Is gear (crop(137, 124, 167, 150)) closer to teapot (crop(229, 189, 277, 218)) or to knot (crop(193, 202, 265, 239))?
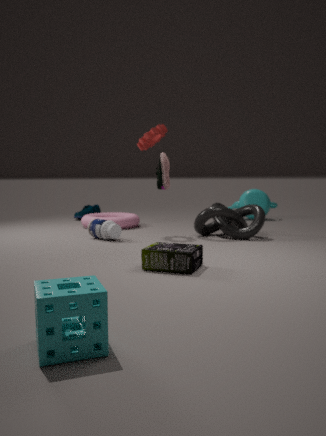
knot (crop(193, 202, 265, 239))
